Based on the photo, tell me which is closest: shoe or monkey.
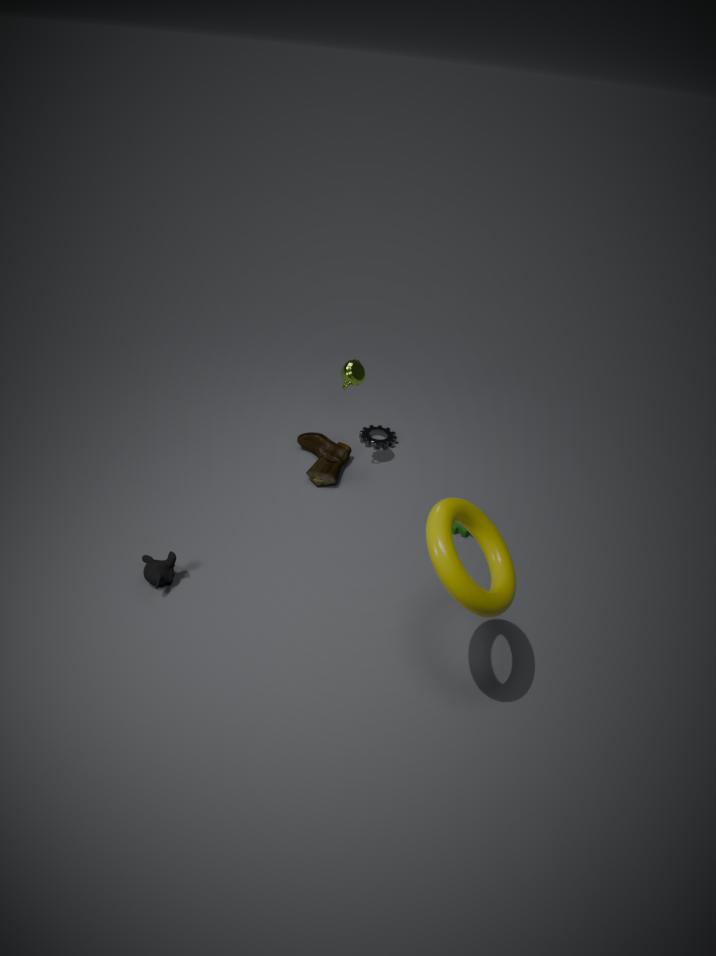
monkey
